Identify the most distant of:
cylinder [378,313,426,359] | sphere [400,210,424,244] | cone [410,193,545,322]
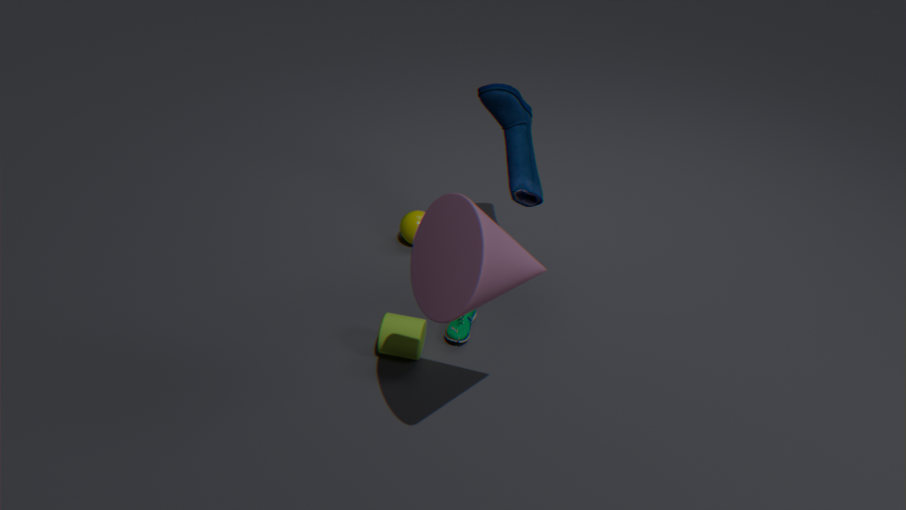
sphere [400,210,424,244]
